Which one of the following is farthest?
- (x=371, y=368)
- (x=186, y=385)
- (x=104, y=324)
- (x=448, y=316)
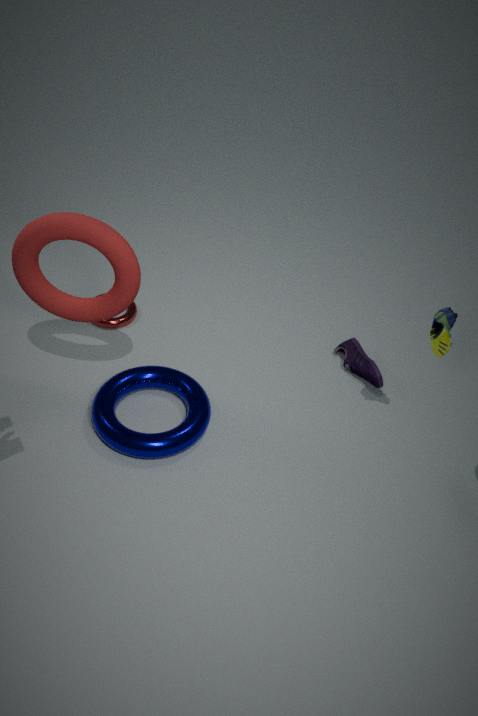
(x=104, y=324)
